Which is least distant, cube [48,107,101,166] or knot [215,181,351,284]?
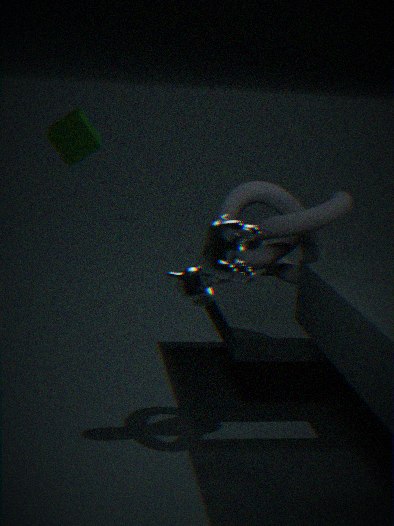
knot [215,181,351,284]
